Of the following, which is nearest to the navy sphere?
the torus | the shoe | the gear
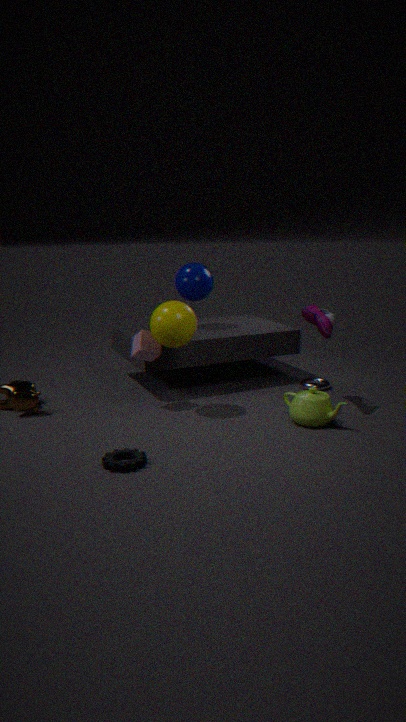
the shoe
